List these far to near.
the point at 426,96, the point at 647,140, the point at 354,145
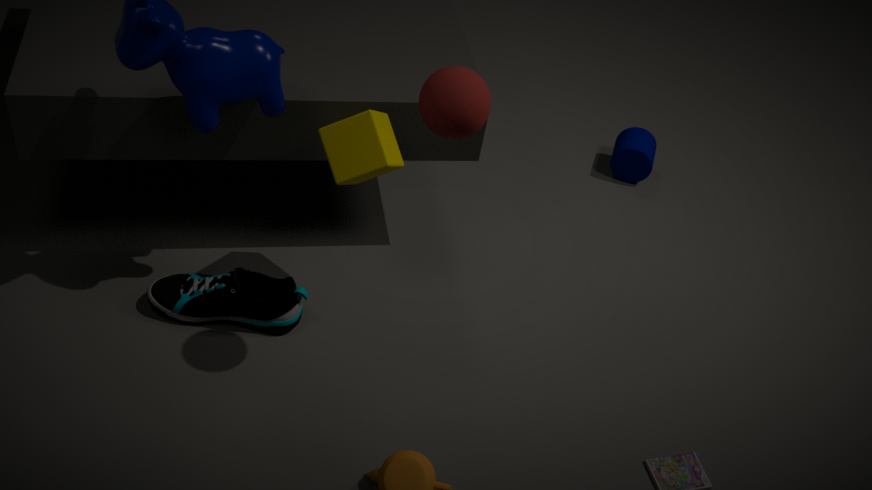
the point at 647,140 < the point at 354,145 < the point at 426,96
